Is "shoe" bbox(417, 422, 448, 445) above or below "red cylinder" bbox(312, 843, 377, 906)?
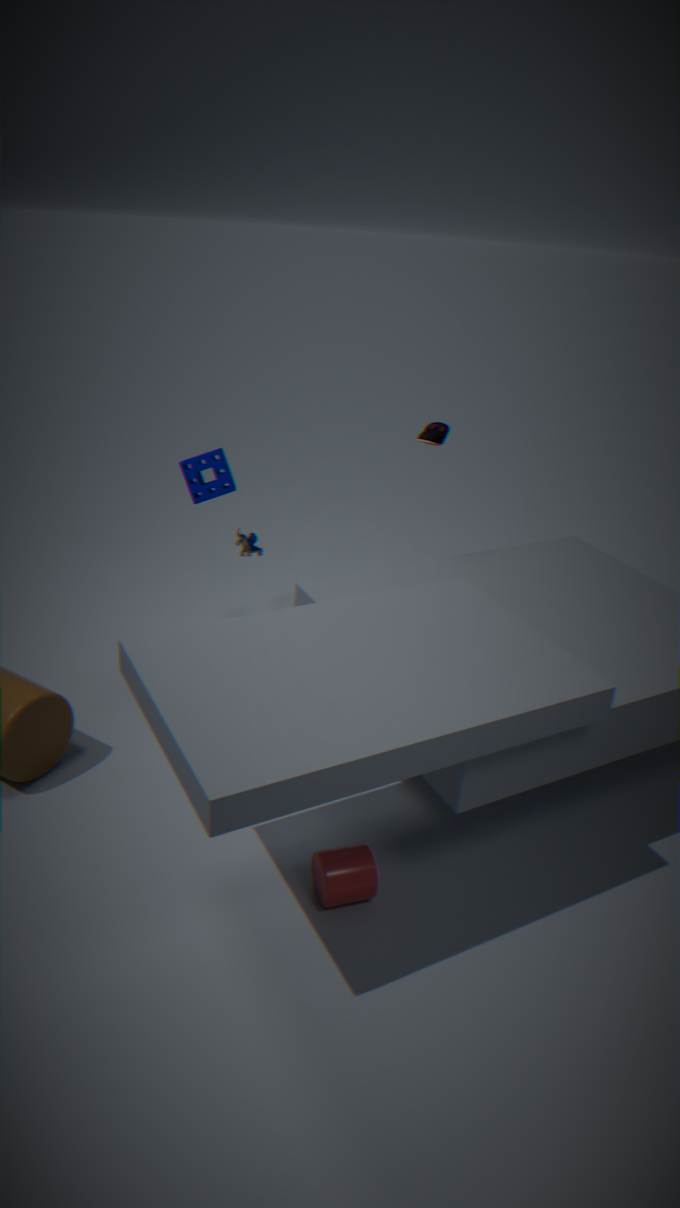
above
